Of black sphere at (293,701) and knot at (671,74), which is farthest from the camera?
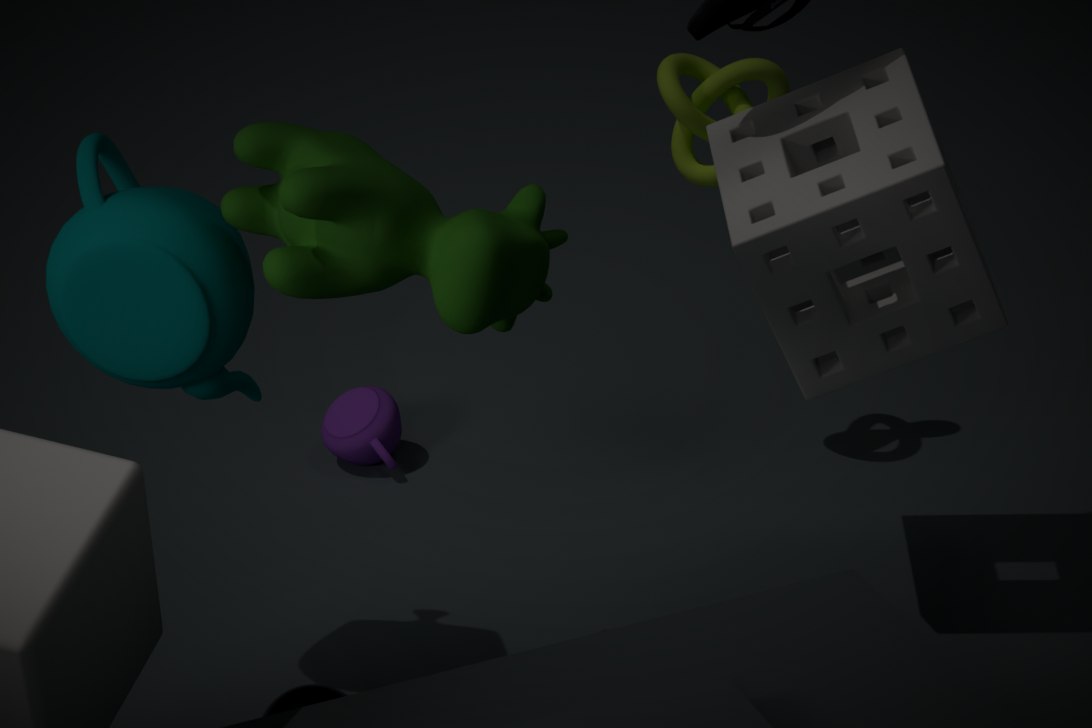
knot at (671,74)
